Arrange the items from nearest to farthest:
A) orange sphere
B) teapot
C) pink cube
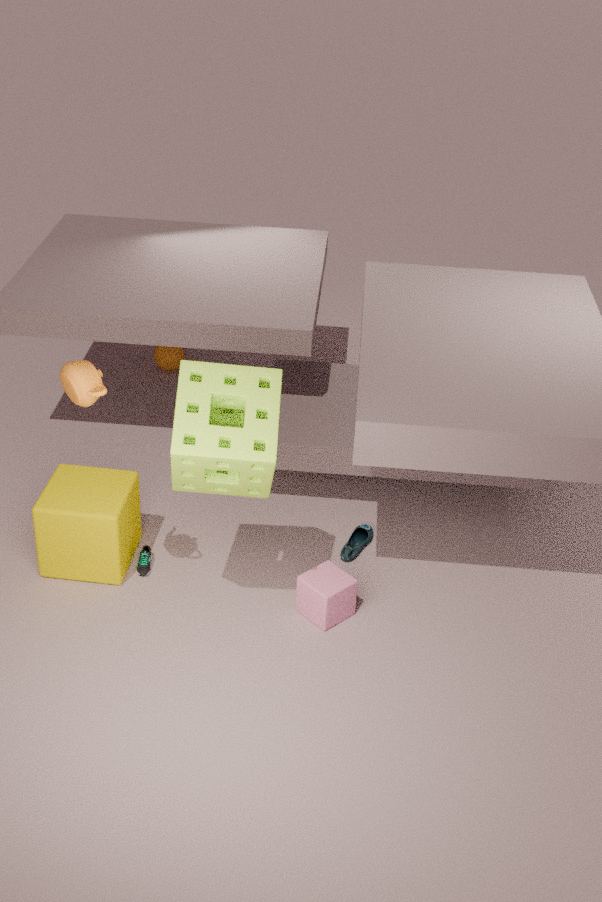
1. teapot
2. pink cube
3. orange sphere
